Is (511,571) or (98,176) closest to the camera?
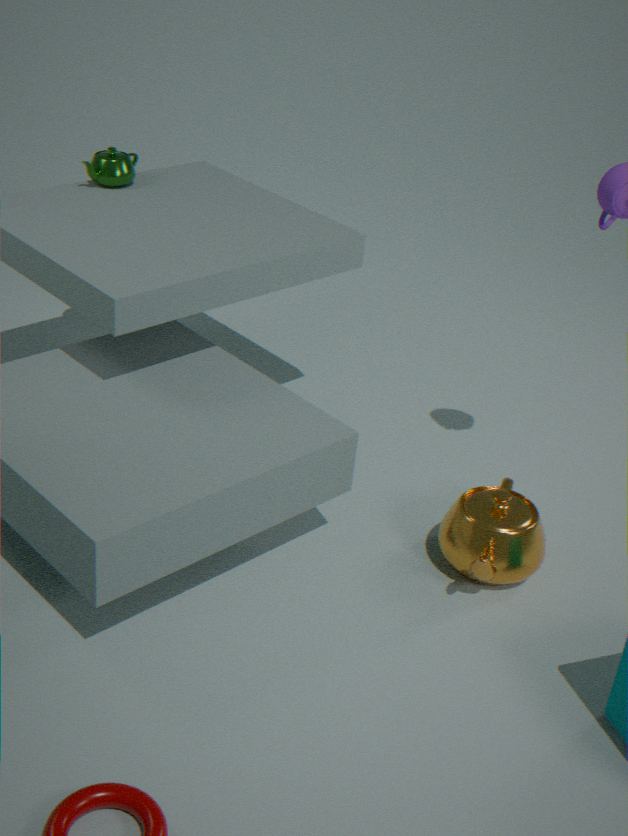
(511,571)
